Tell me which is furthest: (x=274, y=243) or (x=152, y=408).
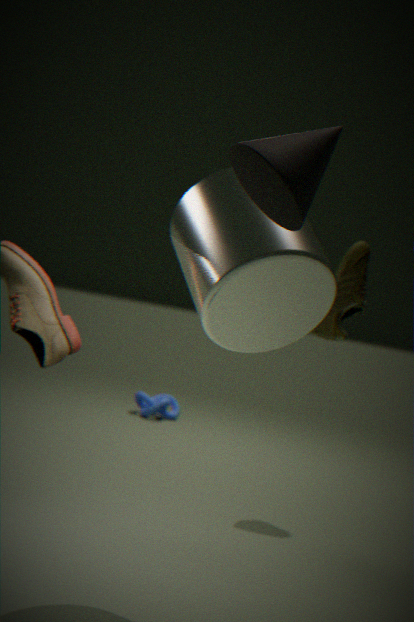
(x=152, y=408)
